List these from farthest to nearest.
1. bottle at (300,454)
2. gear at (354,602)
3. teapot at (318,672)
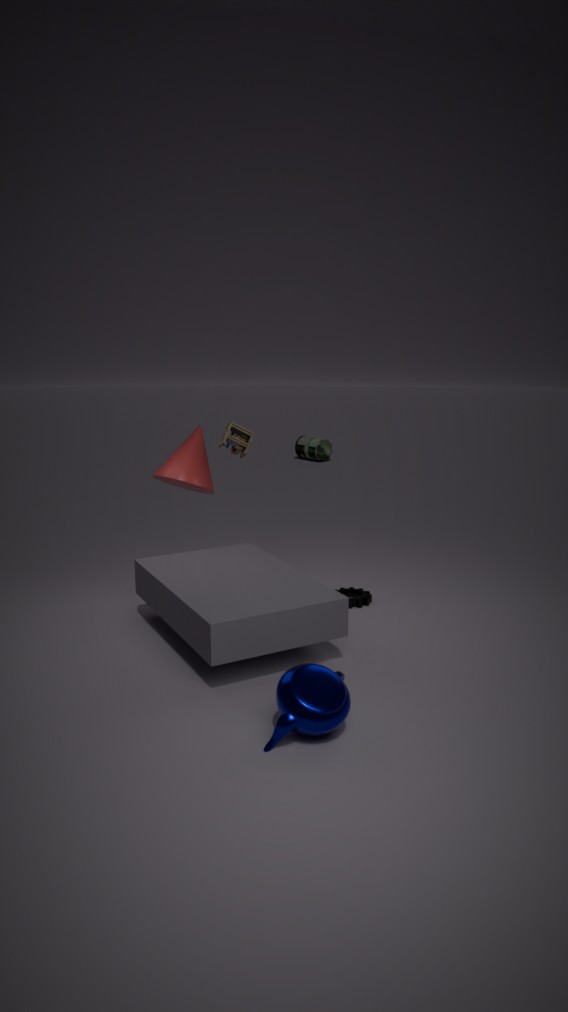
bottle at (300,454) → gear at (354,602) → teapot at (318,672)
